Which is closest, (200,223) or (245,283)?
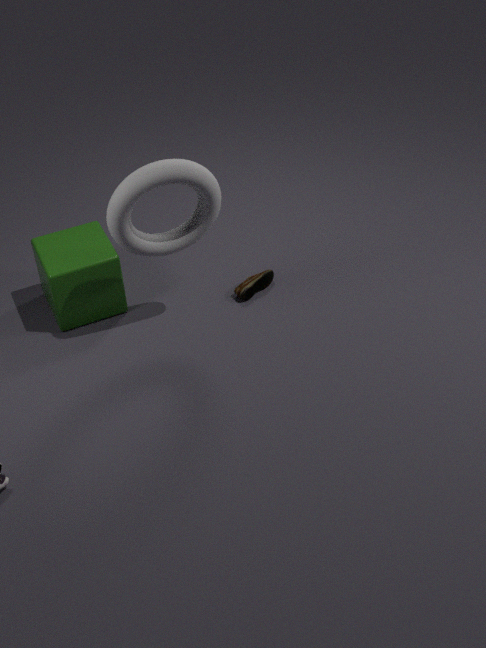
(200,223)
